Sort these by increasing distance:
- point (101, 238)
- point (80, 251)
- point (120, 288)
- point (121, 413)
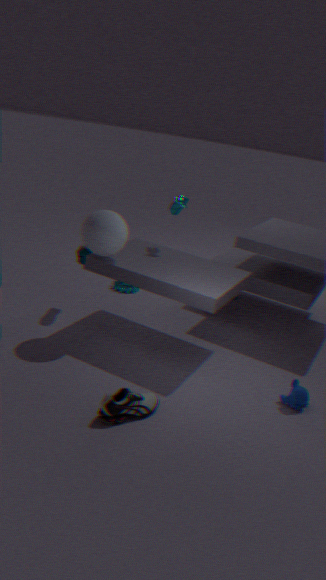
point (121, 413) → point (101, 238) → point (80, 251) → point (120, 288)
